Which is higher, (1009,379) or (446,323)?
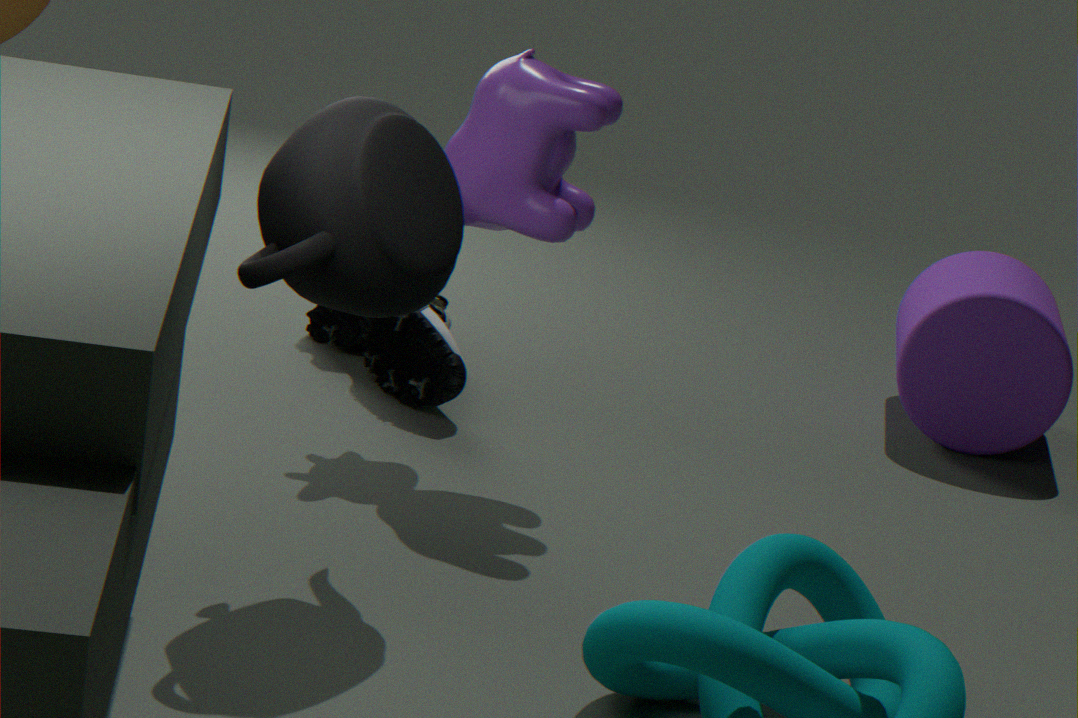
(1009,379)
